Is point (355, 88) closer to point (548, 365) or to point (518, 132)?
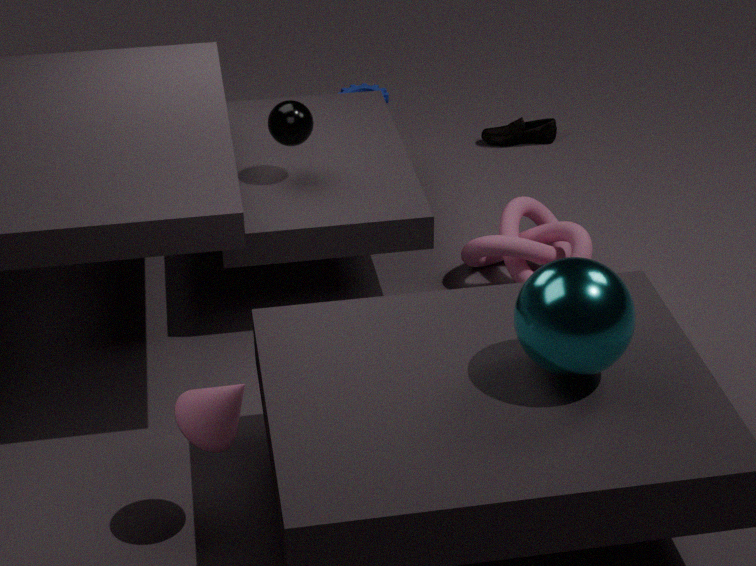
point (518, 132)
